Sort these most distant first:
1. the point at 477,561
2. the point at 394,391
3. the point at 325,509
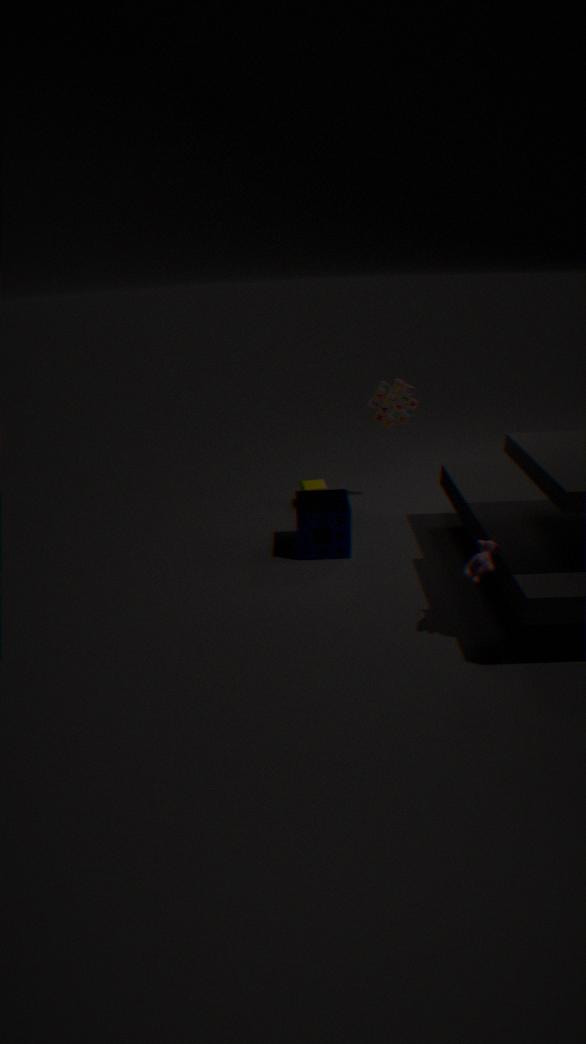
the point at 394,391 < the point at 325,509 < the point at 477,561
